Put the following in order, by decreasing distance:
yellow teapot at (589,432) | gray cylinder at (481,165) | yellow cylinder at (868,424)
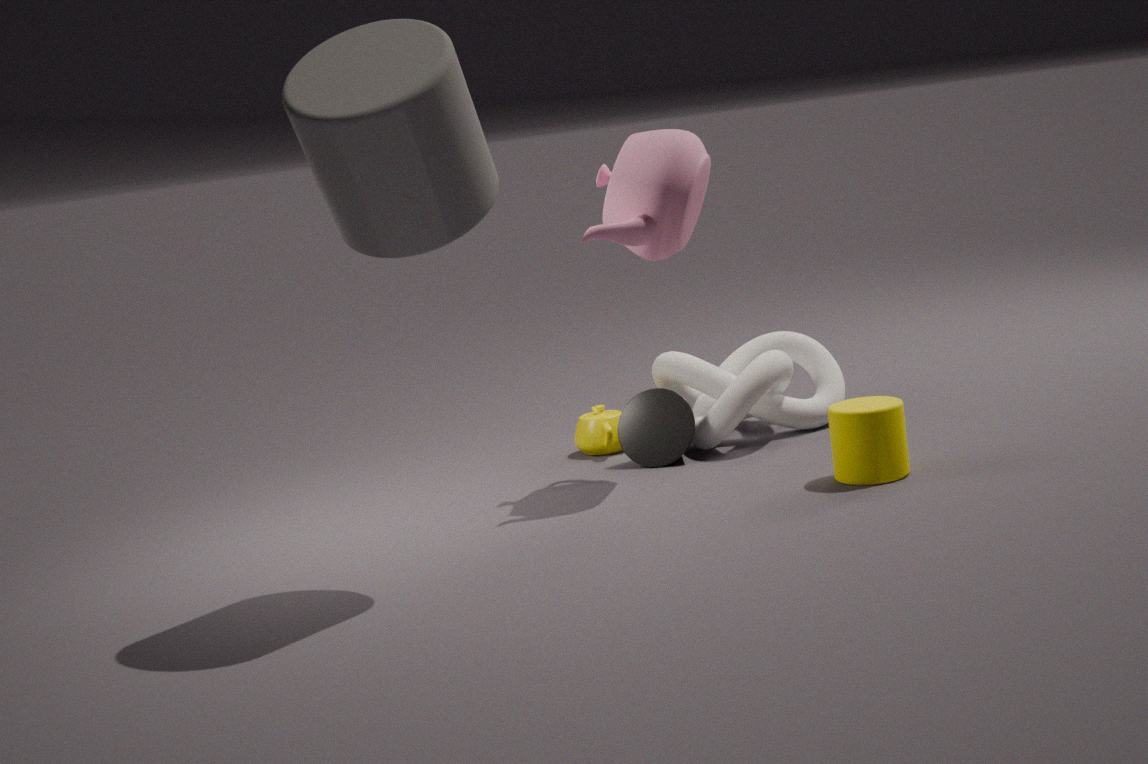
yellow teapot at (589,432), yellow cylinder at (868,424), gray cylinder at (481,165)
